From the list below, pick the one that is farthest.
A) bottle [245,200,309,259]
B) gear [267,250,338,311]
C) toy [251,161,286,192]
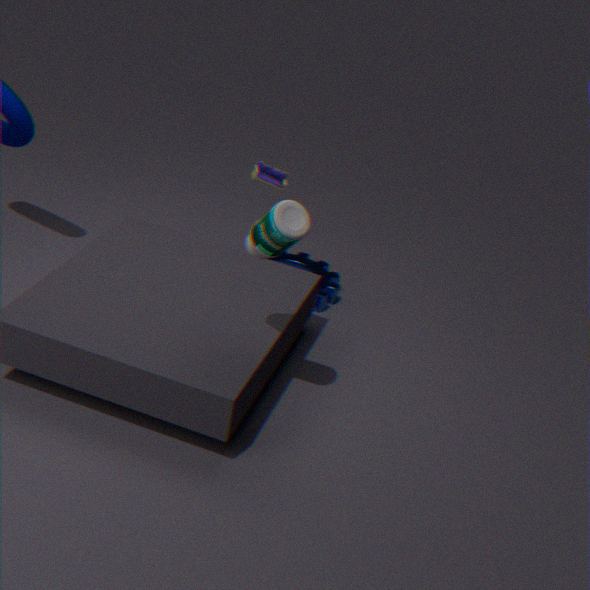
gear [267,250,338,311]
